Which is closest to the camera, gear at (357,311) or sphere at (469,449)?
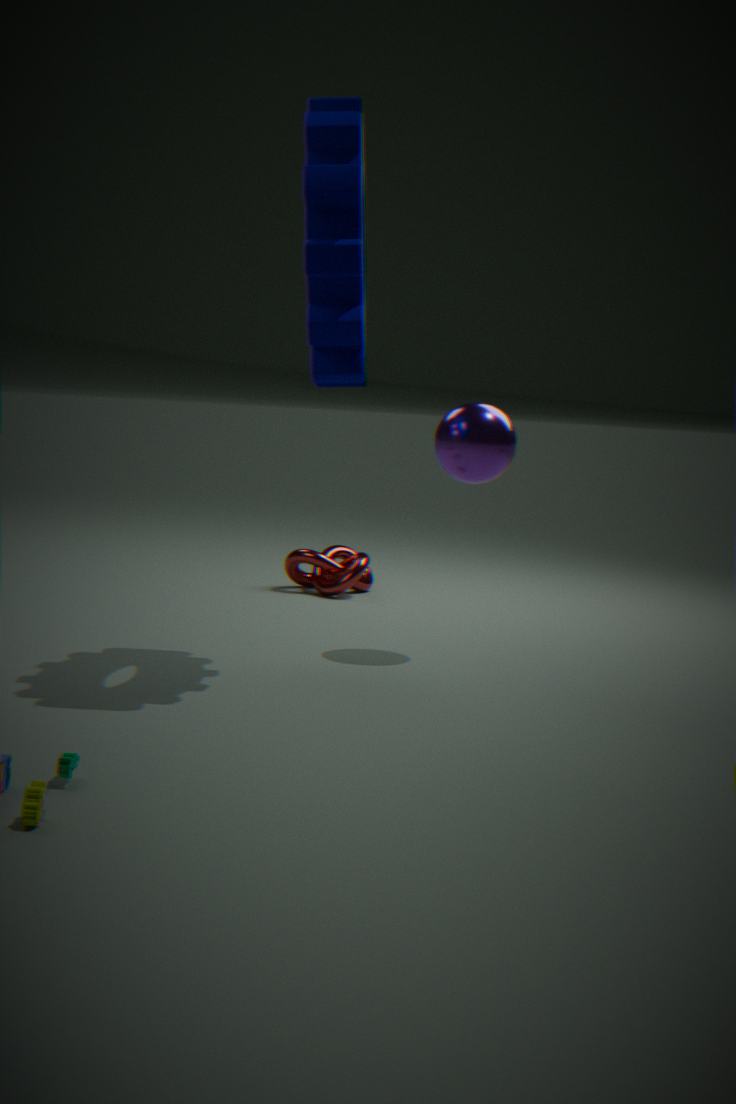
gear at (357,311)
